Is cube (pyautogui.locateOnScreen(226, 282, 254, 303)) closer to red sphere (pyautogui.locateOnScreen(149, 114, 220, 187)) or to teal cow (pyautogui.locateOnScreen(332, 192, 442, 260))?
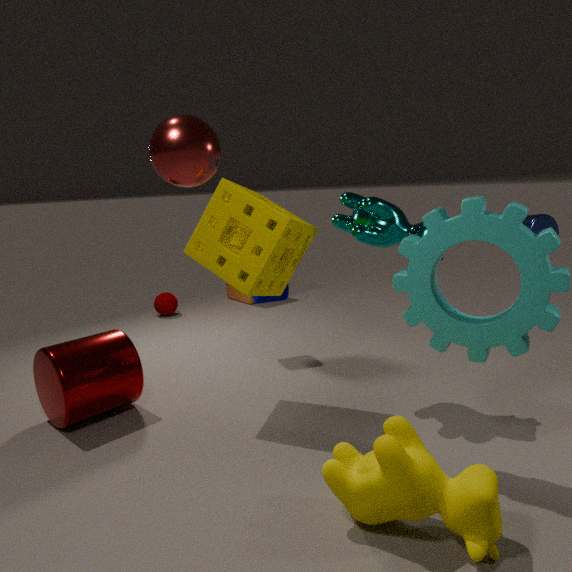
teal cow (pyautogui.locateOnScreen(332, 192, 442, 260))
